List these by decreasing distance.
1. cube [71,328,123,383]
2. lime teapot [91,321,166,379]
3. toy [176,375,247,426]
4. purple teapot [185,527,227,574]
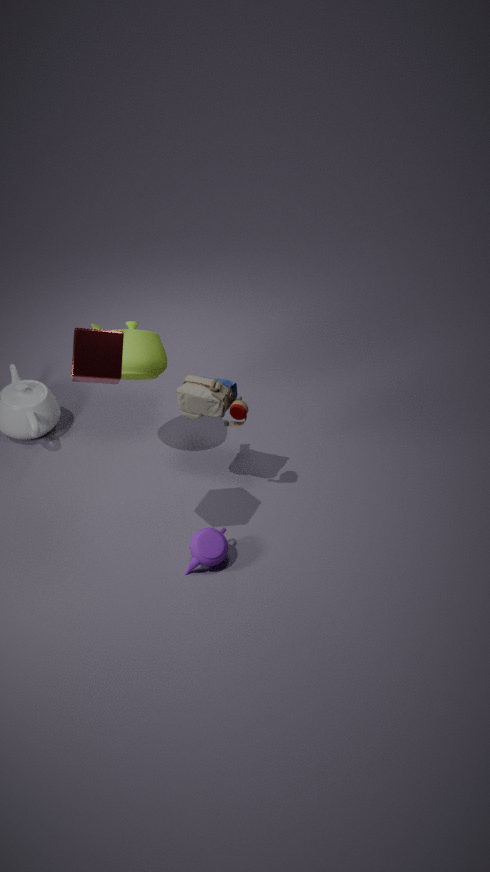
1. lime teapot [91,321,166,379]
2. toy [176,375,247,426]
3. purple teapot [185,527,227,574]
4. cube [71,328,123,383]
